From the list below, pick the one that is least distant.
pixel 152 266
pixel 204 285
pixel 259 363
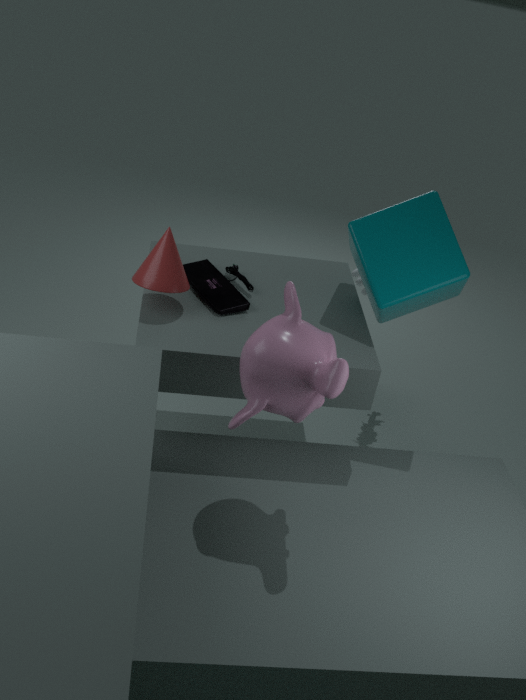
pixel 259 363
